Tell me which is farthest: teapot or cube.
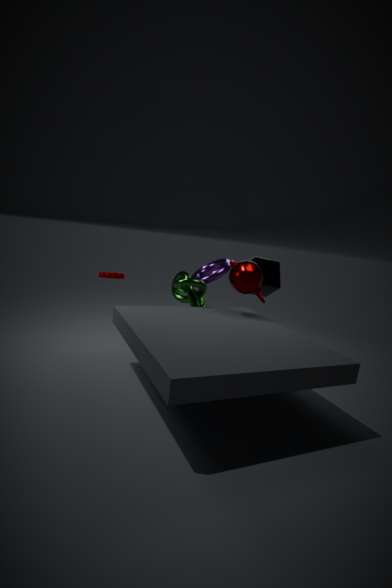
cube
